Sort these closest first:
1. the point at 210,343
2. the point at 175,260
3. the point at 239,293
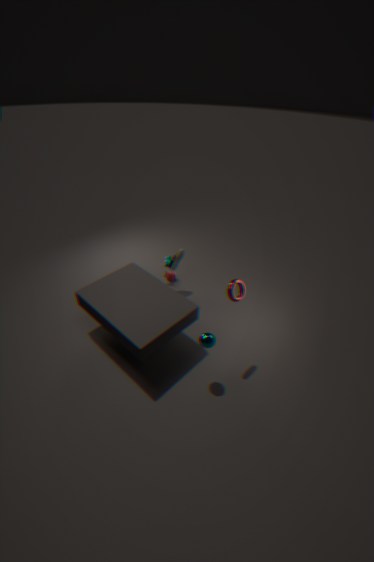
1. the point at 210,343
2. the point at 239,293
3. the point at 175,260
